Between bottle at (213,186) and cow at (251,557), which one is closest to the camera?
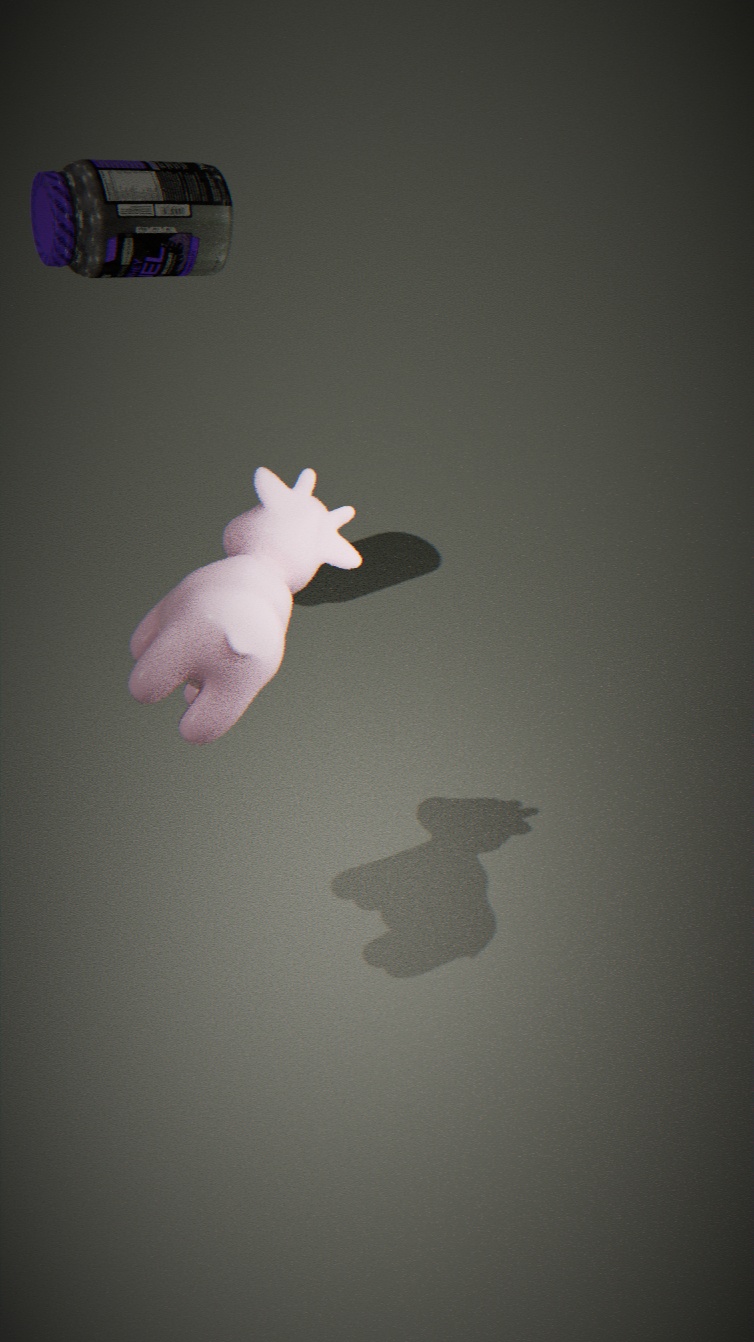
cow at (251,557)
